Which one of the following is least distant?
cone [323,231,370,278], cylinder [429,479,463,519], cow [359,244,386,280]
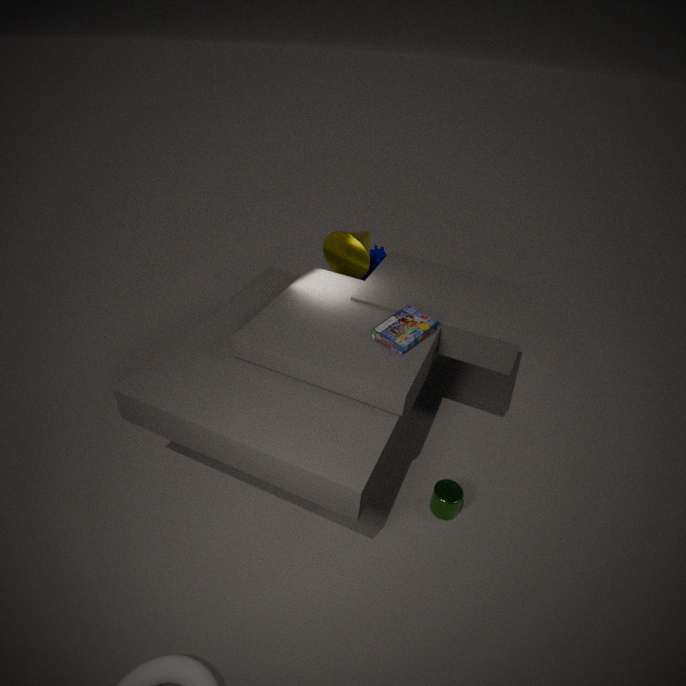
cylinder [429,479,463,519]
